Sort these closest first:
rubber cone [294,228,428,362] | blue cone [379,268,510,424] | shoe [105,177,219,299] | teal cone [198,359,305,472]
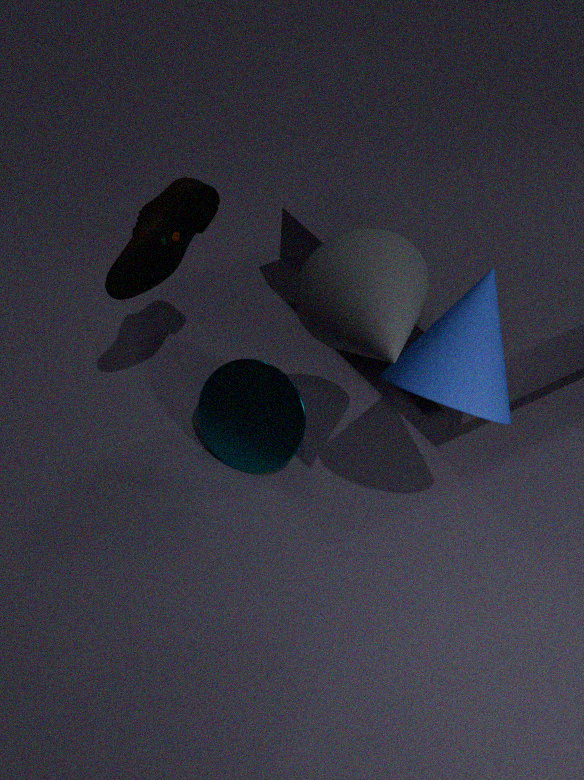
rubber cone [294,228,428,362] < blue cone [379,268,510,424] < shoe [105,177,219,299] < teal cone [198,359,305,472]
